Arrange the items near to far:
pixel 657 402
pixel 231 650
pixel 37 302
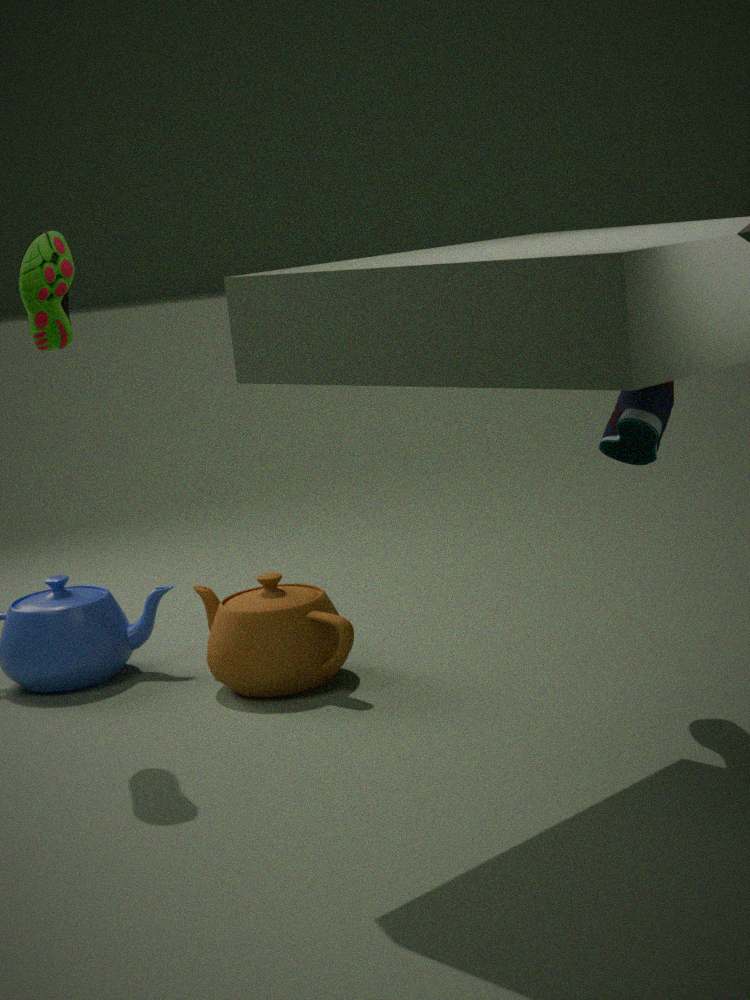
1. pixel 657 402
2. pixel 37 302
3. pixel 231 650
